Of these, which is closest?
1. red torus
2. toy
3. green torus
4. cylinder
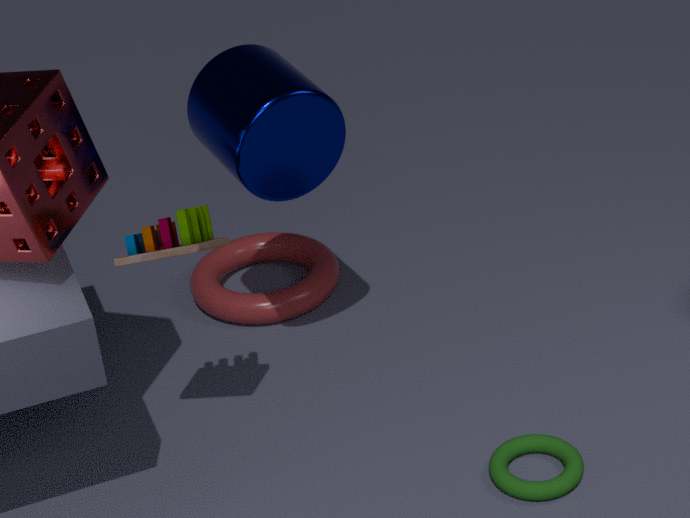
toy
